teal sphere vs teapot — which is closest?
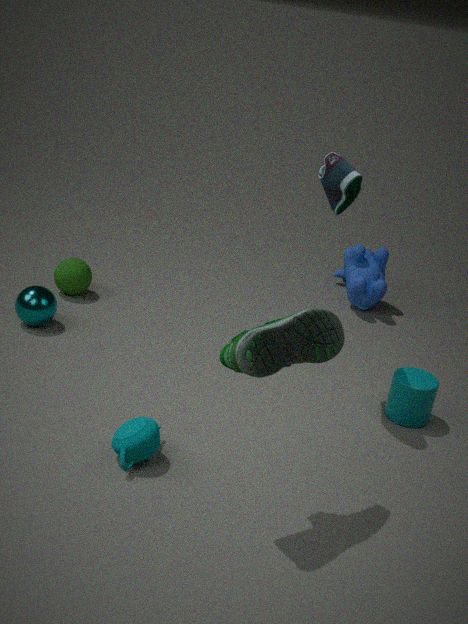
teapot
